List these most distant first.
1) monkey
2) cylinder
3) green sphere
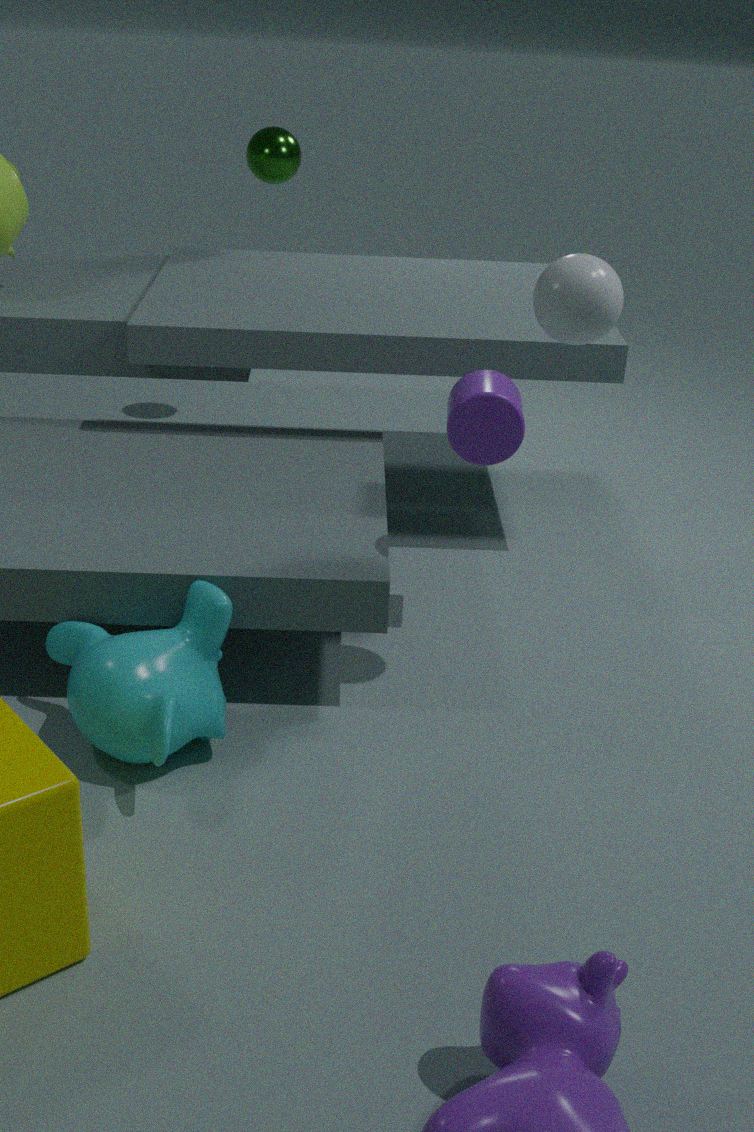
3. green sphere < 2. cylinder < 1. monkey
